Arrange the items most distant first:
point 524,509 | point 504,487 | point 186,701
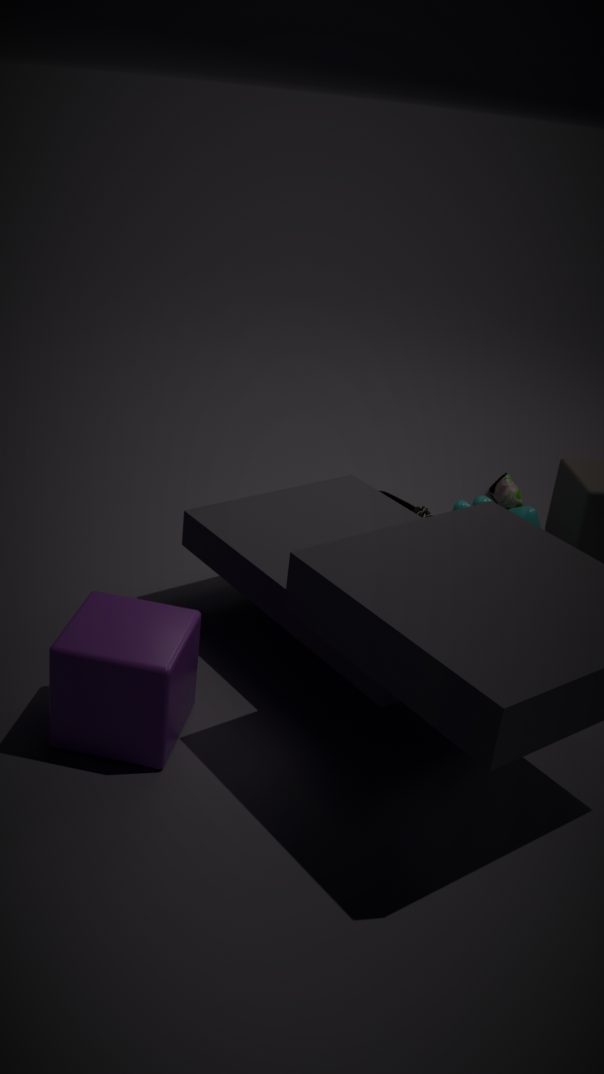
point 504,487 < point 524,509 < point 186,701
